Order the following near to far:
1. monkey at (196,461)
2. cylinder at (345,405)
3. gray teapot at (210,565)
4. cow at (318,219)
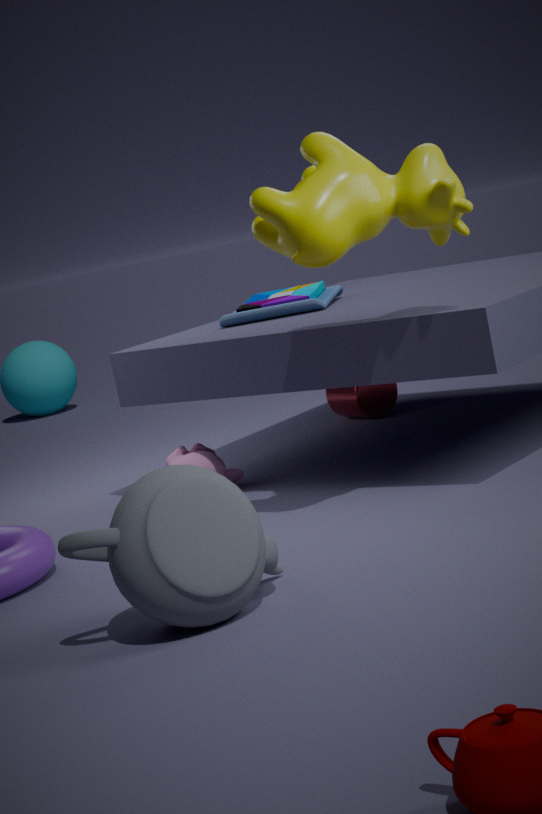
1. gray teapot at (210,565)
2. cow at (318,219)
3. monkey at (196,461)
4. cylinder at (345,405)
